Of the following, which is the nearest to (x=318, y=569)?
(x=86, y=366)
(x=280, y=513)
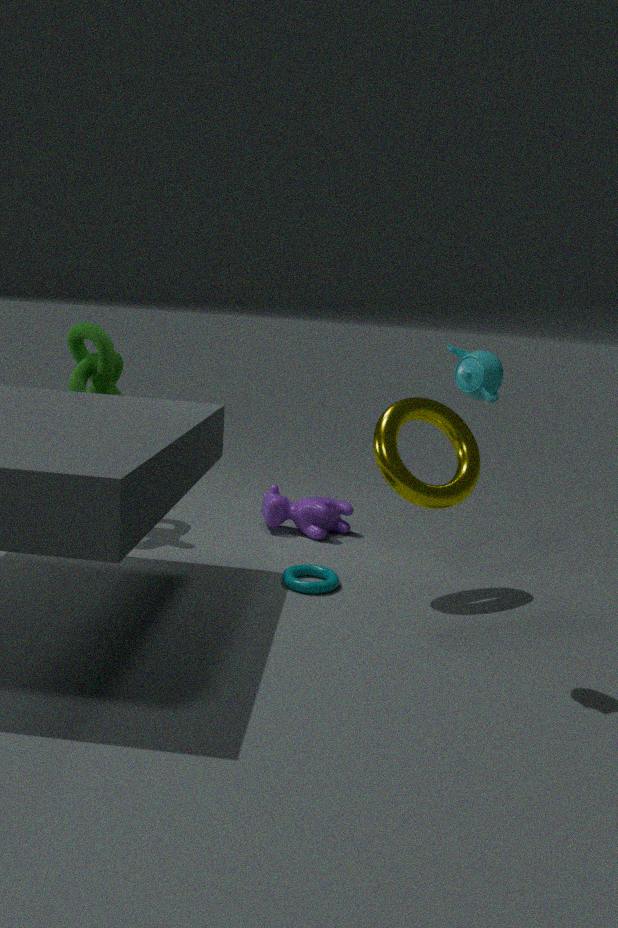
(x=280, y=513)
